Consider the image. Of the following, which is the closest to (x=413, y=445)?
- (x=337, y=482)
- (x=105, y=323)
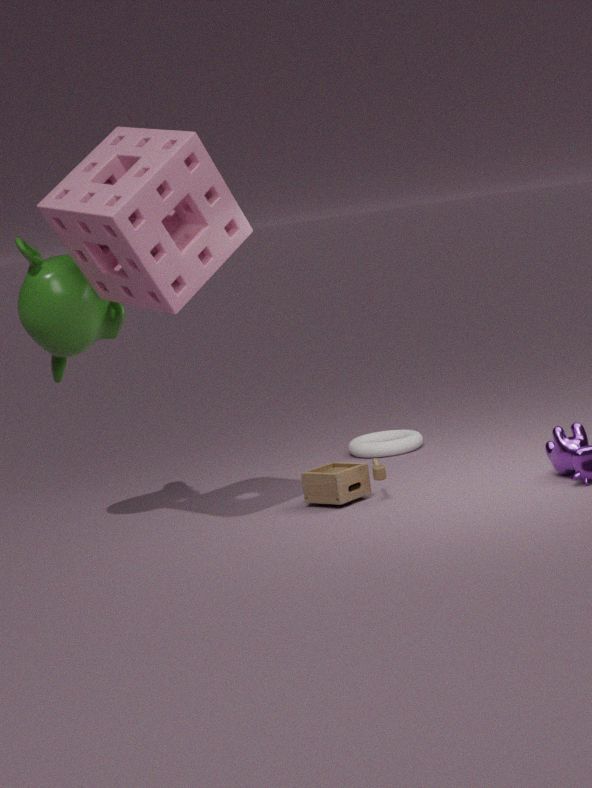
(x=337, y=482)
